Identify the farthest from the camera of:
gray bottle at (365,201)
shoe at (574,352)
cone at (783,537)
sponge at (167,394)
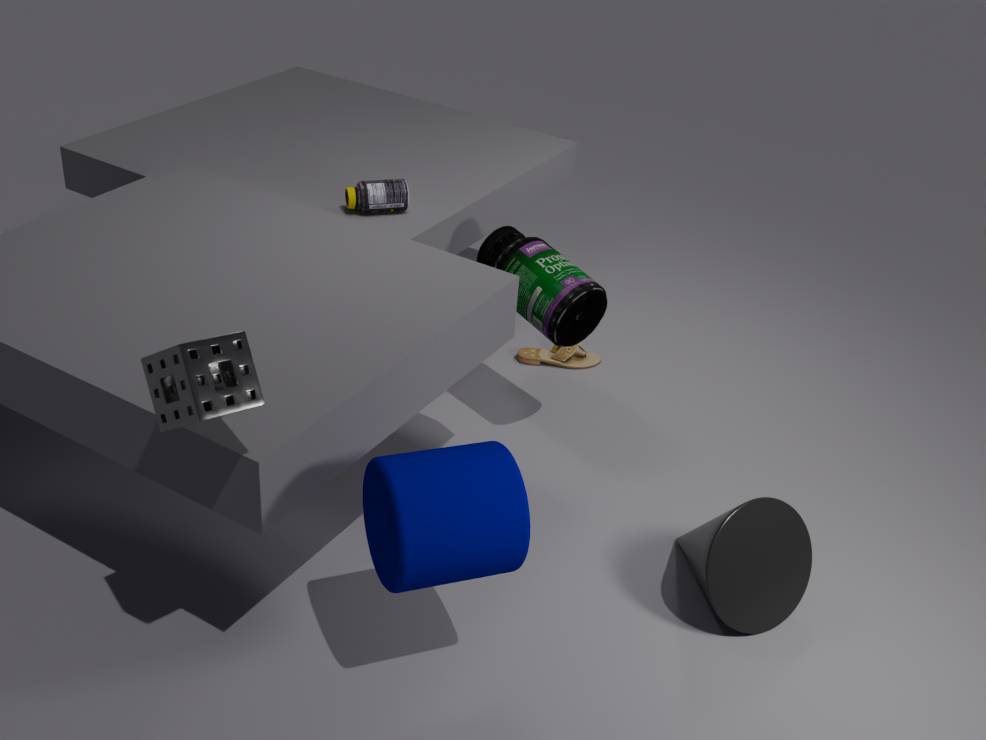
shoe at (574,352)
